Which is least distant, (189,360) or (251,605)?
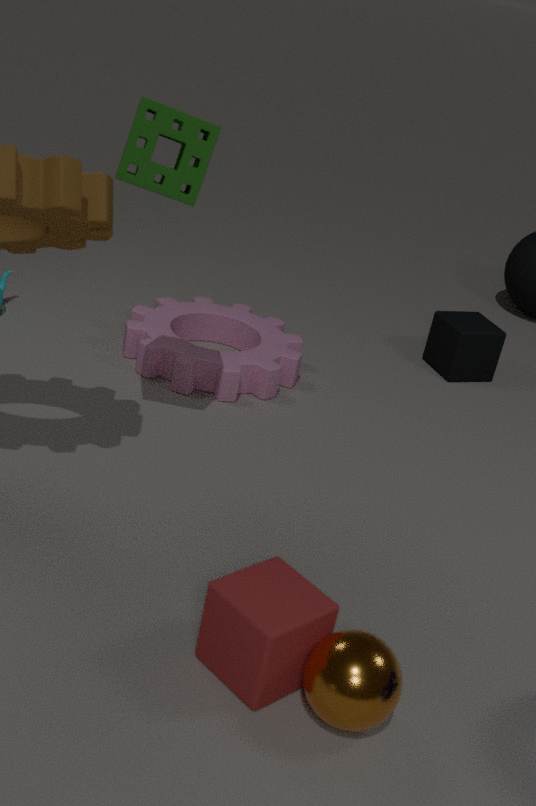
(251,605)
